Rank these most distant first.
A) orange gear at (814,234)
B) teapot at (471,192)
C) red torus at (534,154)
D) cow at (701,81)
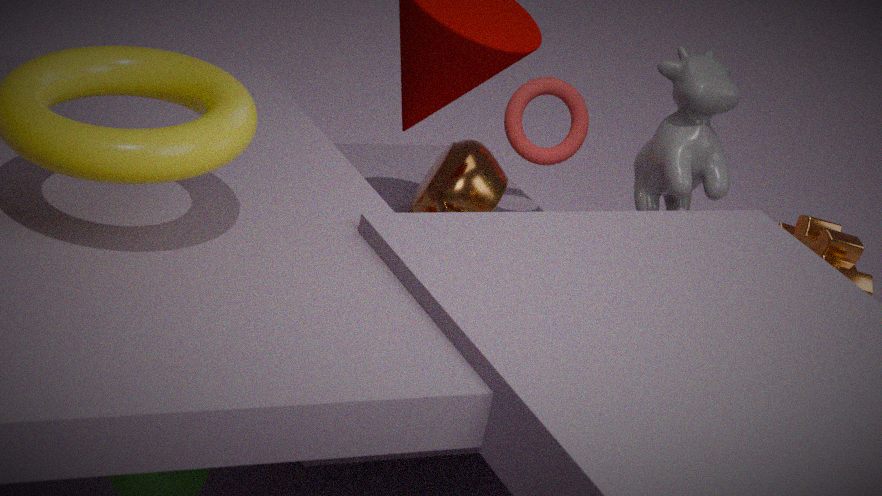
red torus at (534,154)
teapot at (471,192)
cow at (701,81)
orange gear at (814,234)
